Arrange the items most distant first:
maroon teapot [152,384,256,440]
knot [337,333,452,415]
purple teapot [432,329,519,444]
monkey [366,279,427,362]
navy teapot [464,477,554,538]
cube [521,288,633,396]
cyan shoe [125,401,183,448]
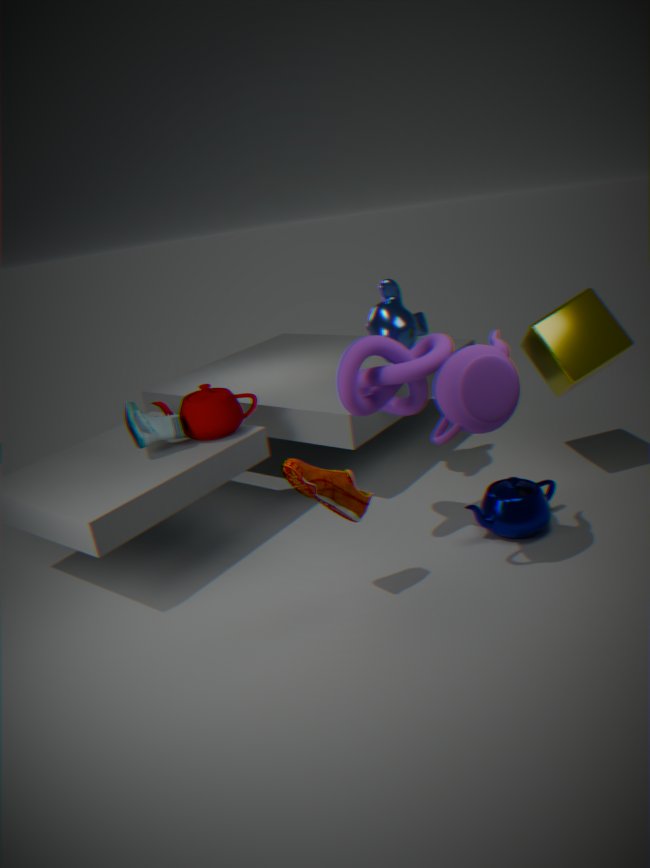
monkey [366,279,427,362] → maroon teapot [152,384,256,440] → cube [521,288,633,396] → cyan shoe [125,401,183,448] → navy teapot [464,477,554,538] → knot [337,333,452,415] → purple teapot [432,329,519,444]
